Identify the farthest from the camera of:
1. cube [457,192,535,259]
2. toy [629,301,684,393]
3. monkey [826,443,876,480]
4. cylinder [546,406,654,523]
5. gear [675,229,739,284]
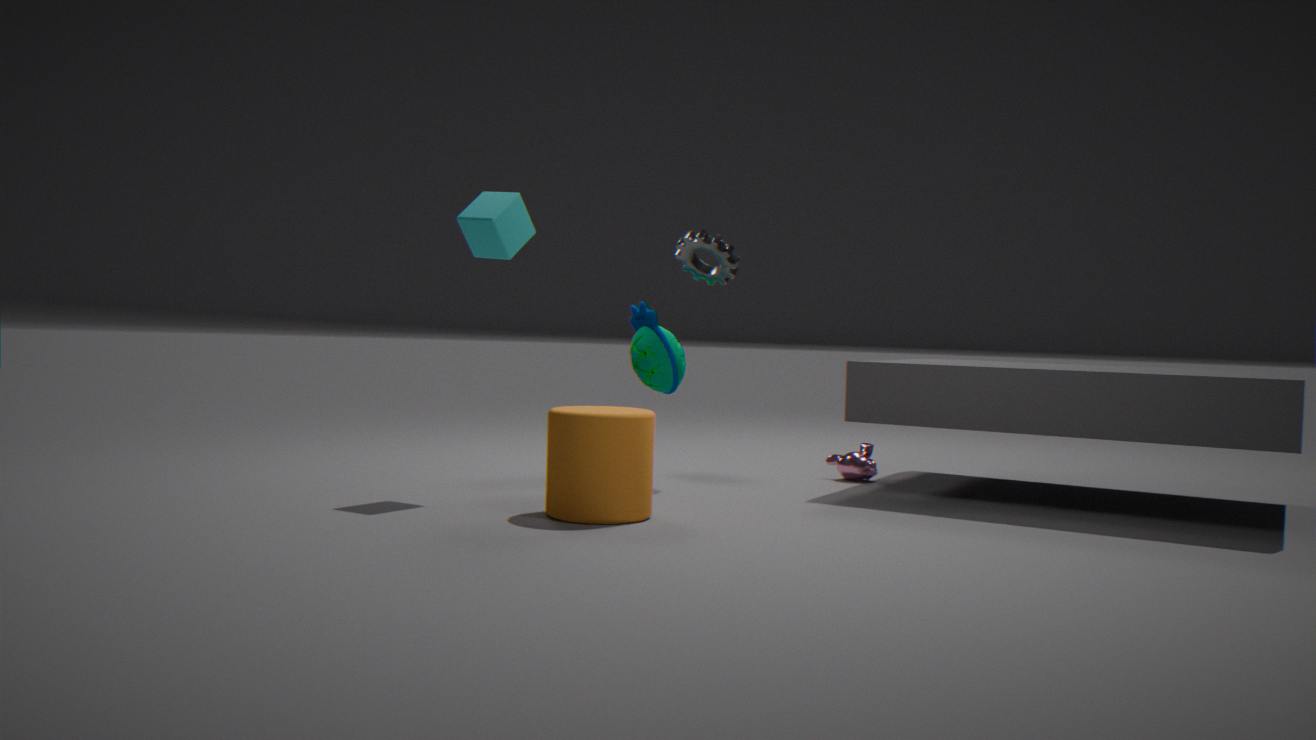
monkey [826,443,876,480]
